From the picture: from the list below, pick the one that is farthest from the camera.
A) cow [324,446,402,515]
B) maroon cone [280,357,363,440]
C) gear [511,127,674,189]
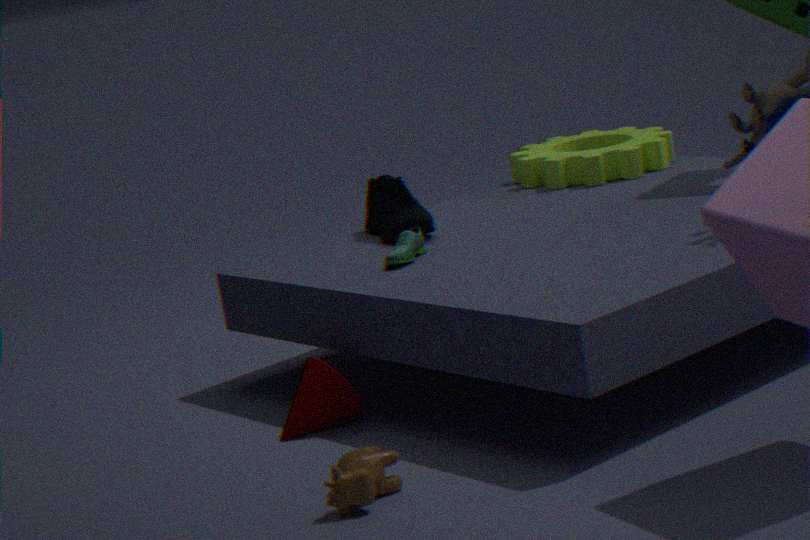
gear [511,127,674,189]
